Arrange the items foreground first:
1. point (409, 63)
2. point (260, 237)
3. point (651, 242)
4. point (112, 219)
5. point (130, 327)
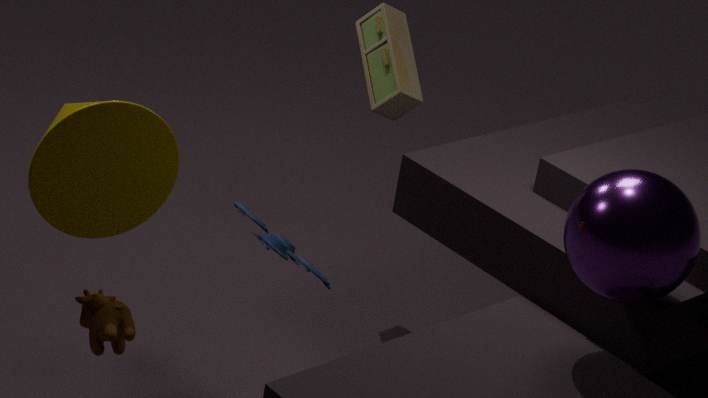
point (651, 242), point (130, 327), point (112, 219), point (260, 237), point (409, 63)
